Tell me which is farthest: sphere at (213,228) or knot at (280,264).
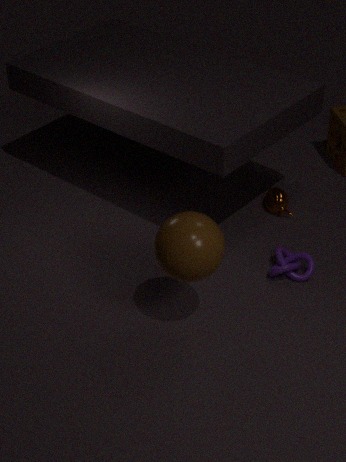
knot at (280,264)
